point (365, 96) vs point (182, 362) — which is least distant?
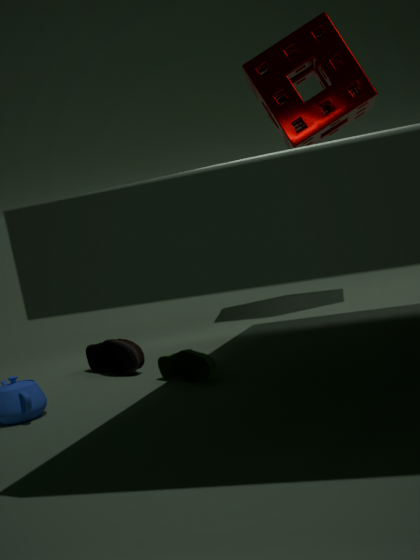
point (182, 362)
